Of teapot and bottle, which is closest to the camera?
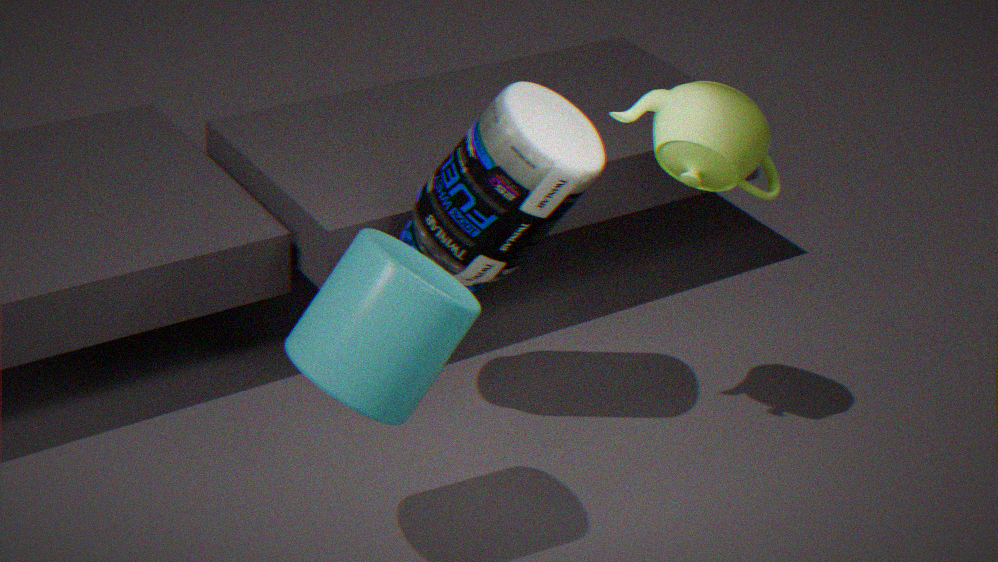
teapot
